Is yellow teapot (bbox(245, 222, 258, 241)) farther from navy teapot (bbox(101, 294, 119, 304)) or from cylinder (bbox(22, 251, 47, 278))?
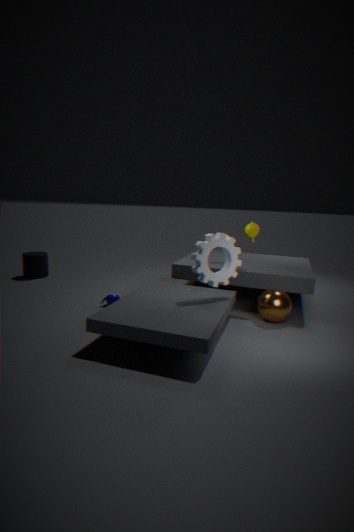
cylinder (bbox(22, 251, 47, 278))
